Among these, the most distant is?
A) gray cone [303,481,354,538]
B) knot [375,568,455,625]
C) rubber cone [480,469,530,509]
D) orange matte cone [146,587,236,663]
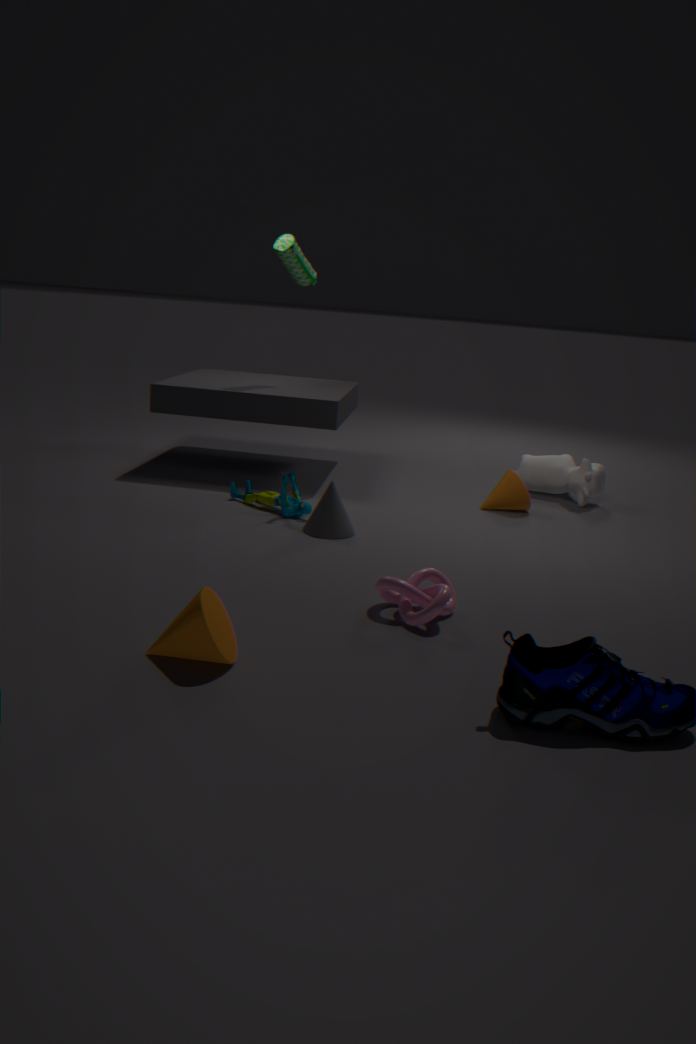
rubber cone [480,469,530,509]
